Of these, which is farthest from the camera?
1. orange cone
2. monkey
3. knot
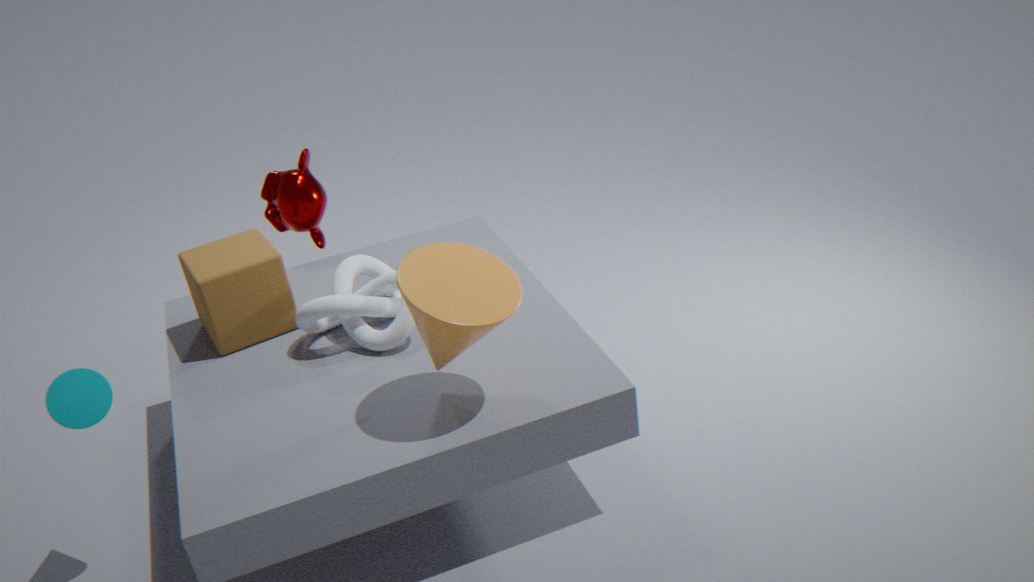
monkey
